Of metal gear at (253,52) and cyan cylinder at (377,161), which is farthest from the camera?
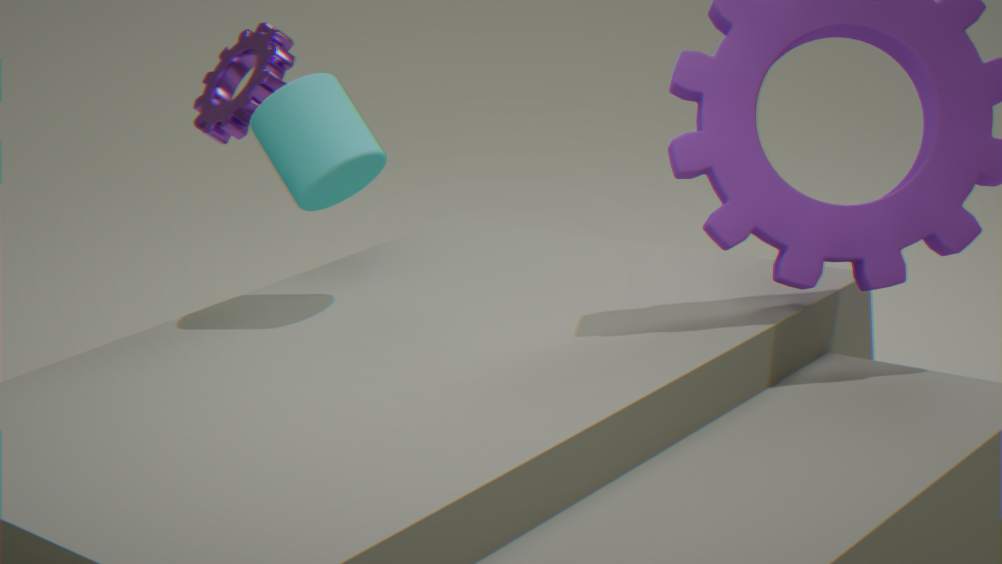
metal gear at (253,52)
